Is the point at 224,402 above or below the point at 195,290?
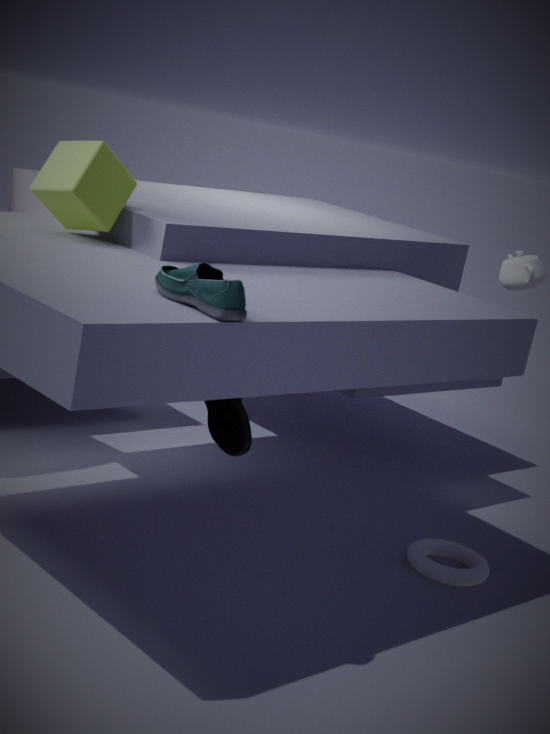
below
